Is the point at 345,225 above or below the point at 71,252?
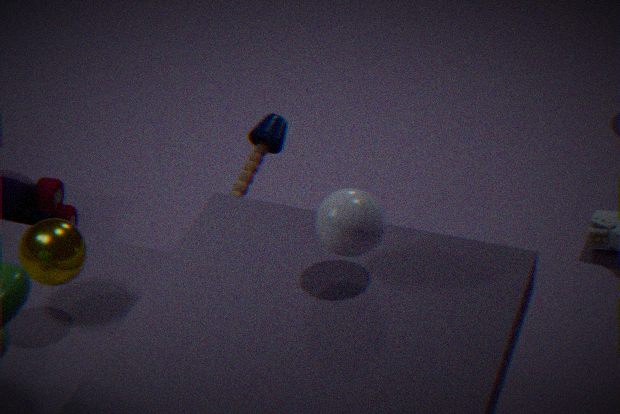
above
